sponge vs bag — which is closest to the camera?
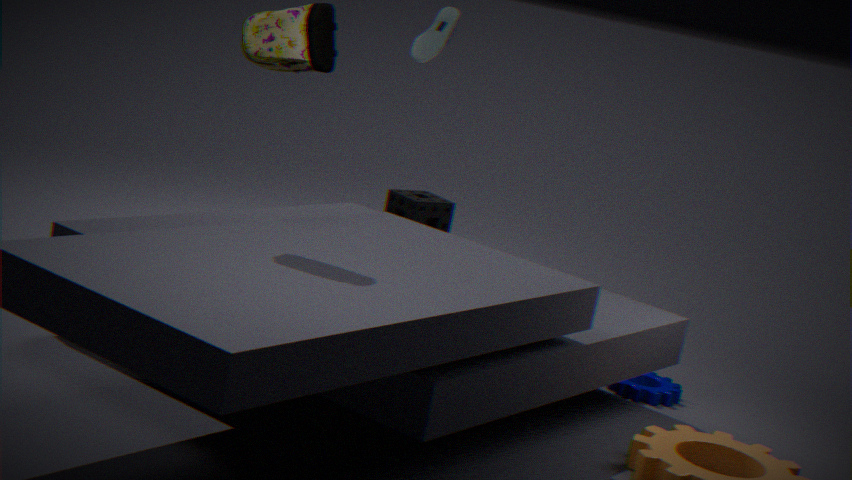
bag
